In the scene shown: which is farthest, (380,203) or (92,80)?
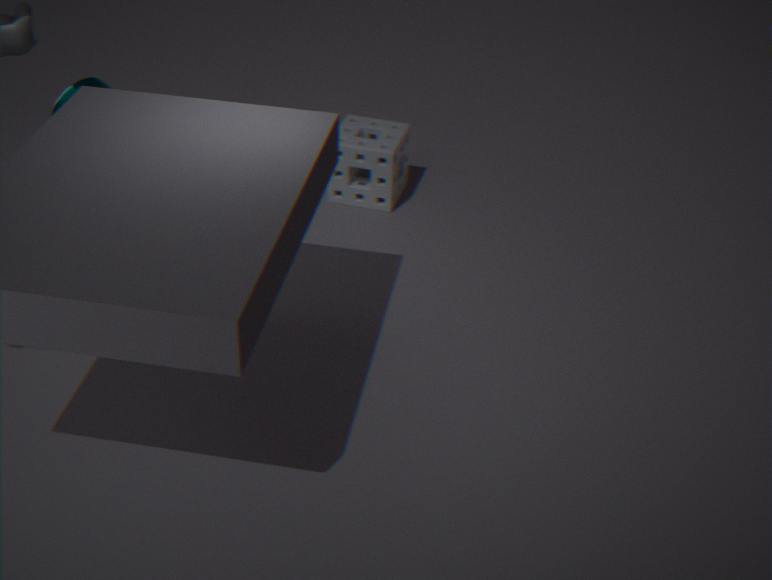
(380,203)
